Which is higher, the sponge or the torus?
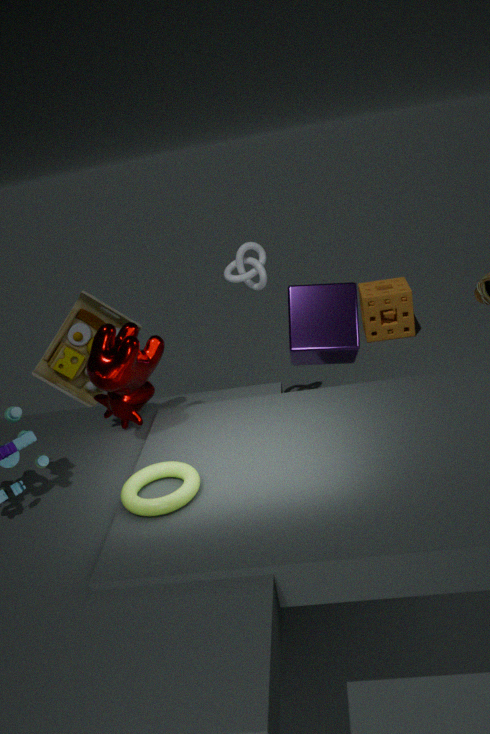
the torus
